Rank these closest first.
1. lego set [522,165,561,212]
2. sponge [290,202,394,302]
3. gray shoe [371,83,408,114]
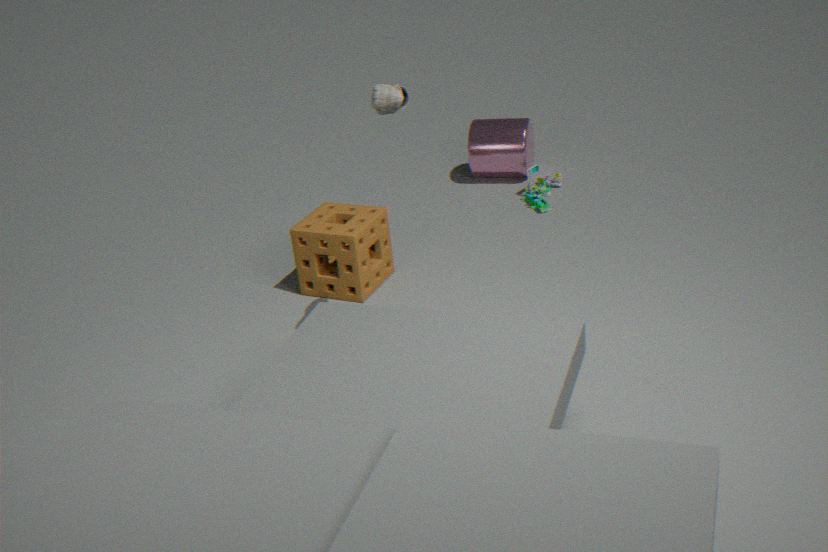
gray shoe [371,83,408,114] → sponge [290,202,394,302] → lego set [522,165,561,212]
